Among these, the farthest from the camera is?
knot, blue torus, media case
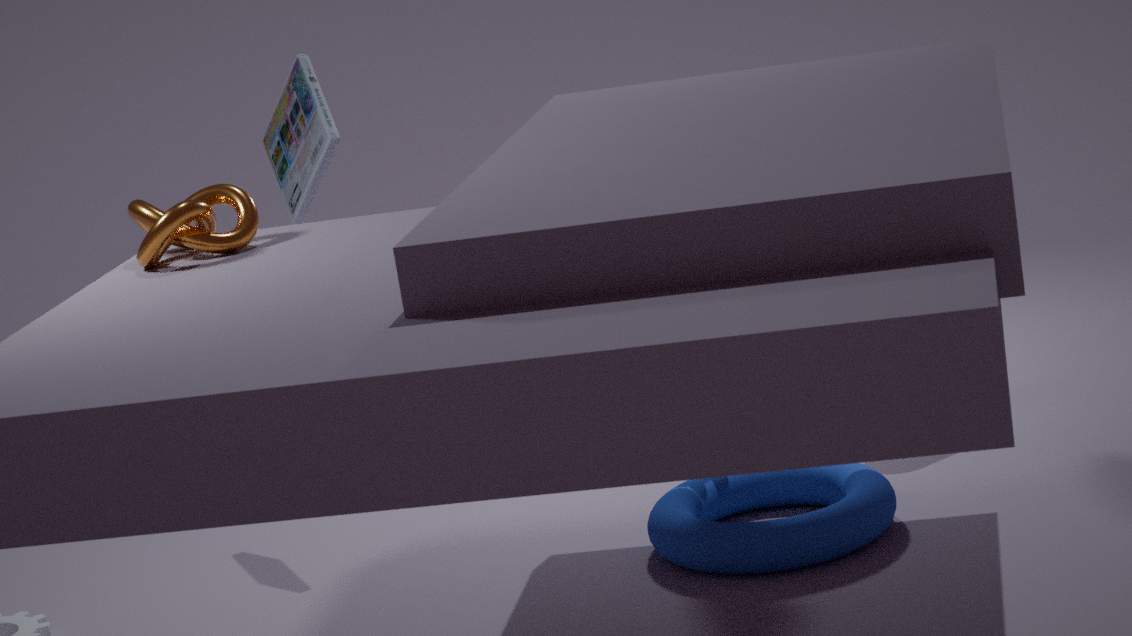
media case
